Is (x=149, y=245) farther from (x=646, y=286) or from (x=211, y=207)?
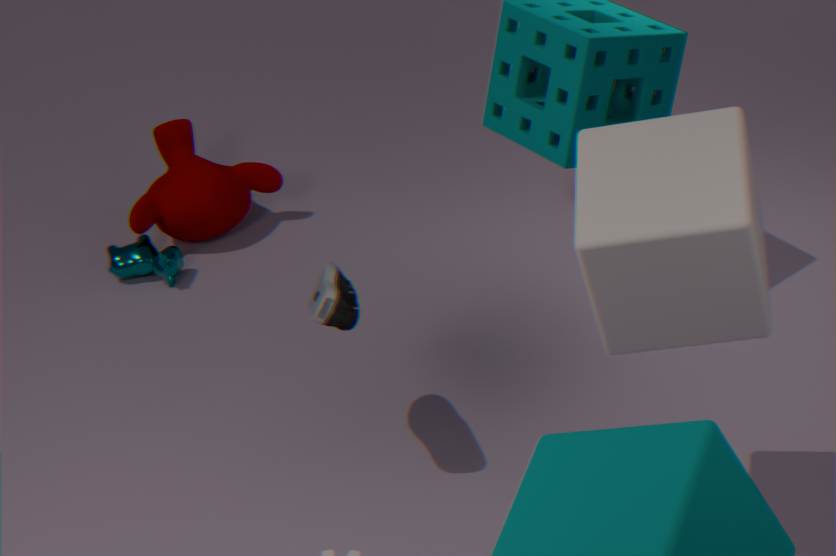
(x=646, y=286)
